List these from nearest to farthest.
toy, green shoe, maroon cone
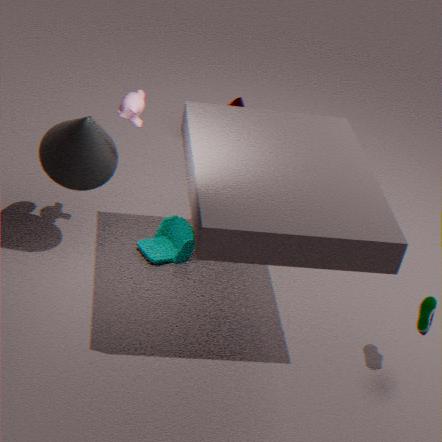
green shoe
toy
maroon cone
